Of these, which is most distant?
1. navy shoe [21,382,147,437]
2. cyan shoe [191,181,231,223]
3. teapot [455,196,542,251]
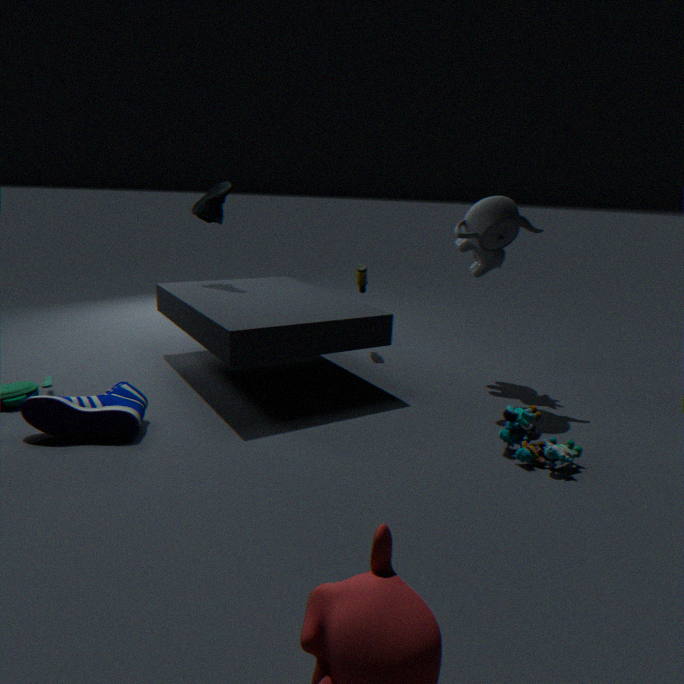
cyan shoe [191,181,231,223]
